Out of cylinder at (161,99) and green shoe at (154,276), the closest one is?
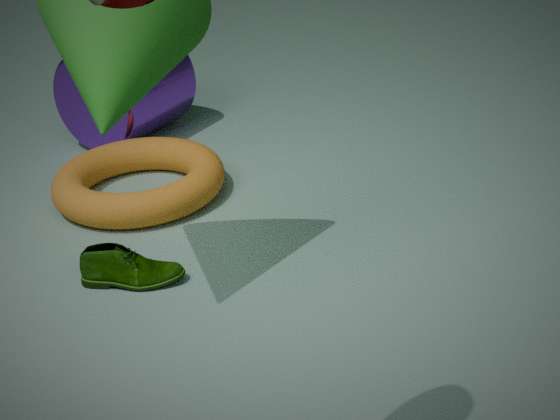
green shoe at (154,276)
